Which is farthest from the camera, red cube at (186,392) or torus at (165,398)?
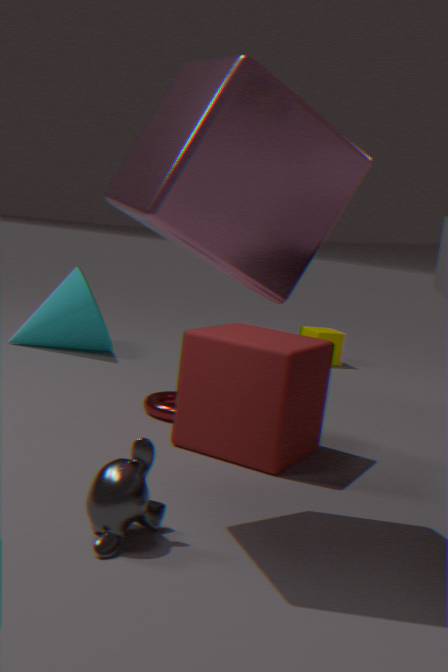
torus at (165,398)
